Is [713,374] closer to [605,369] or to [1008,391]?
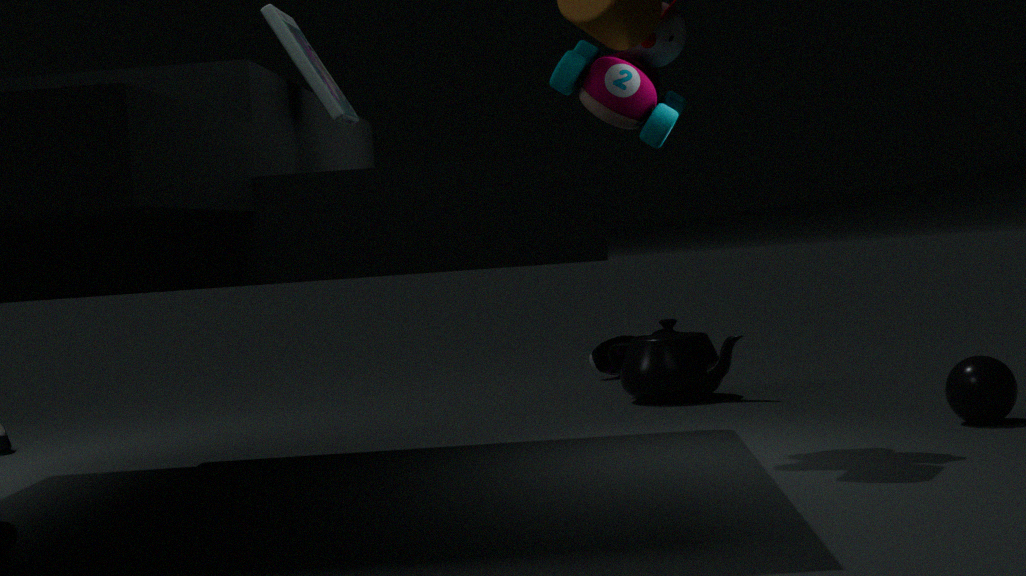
[605,369]
